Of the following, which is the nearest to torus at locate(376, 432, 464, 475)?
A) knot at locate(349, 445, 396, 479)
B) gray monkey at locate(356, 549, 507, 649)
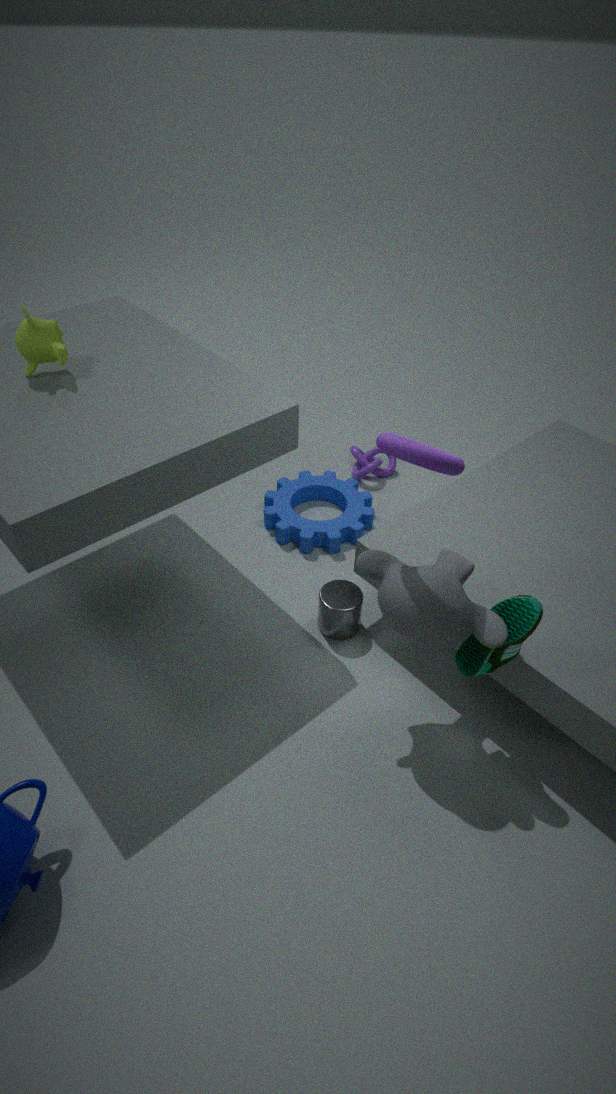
gray monkey at locate(356, 549, 507, 649)
